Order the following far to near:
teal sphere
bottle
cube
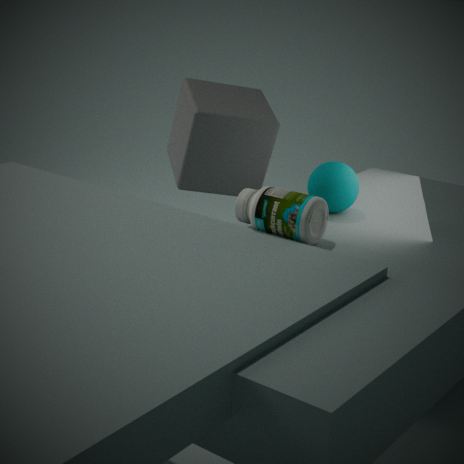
cube, teal sphere, bottle
